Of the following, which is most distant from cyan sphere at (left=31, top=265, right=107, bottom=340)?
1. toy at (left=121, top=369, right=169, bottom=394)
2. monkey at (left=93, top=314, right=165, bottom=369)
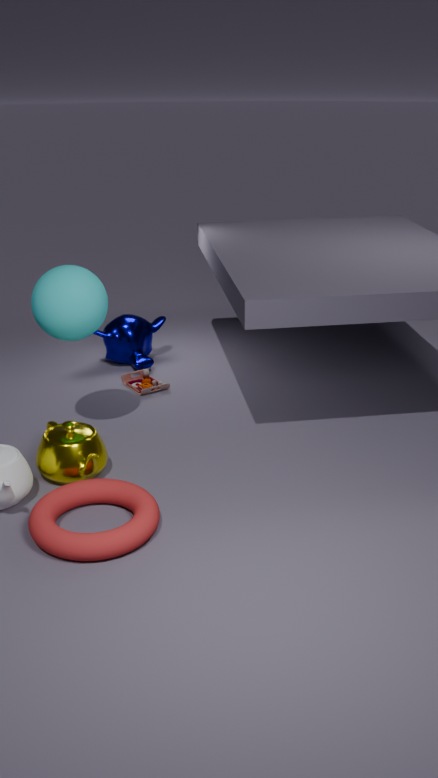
monkey at (left=93, top=314, right=165, bottom=369)
